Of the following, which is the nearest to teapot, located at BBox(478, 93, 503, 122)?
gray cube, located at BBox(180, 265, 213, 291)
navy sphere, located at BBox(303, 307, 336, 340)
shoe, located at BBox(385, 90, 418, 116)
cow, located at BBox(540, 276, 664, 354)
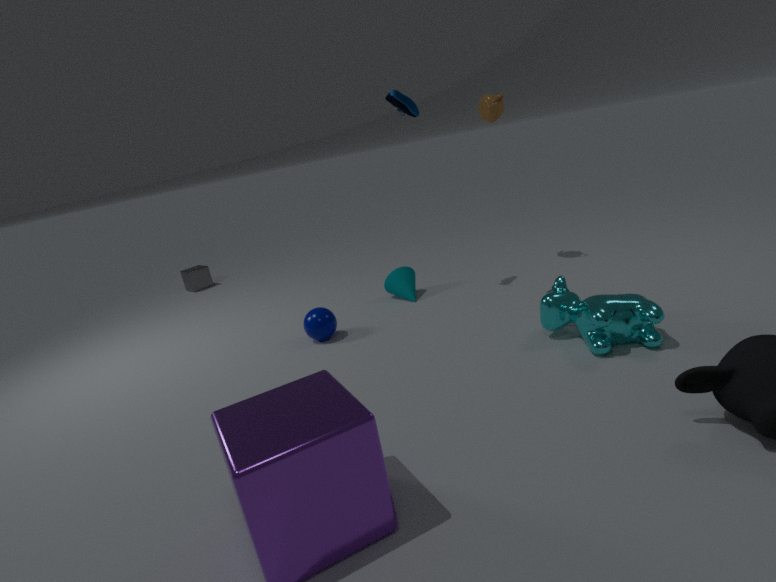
shoe, located at BBox(385, 90, 418, 116)
